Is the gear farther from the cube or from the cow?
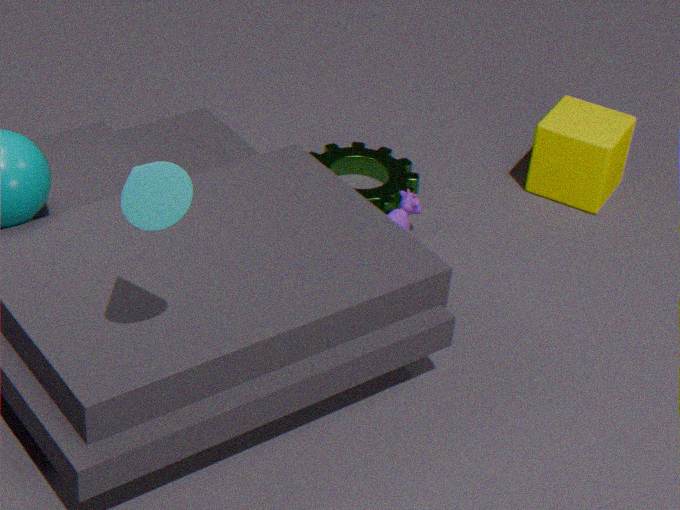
the cube
